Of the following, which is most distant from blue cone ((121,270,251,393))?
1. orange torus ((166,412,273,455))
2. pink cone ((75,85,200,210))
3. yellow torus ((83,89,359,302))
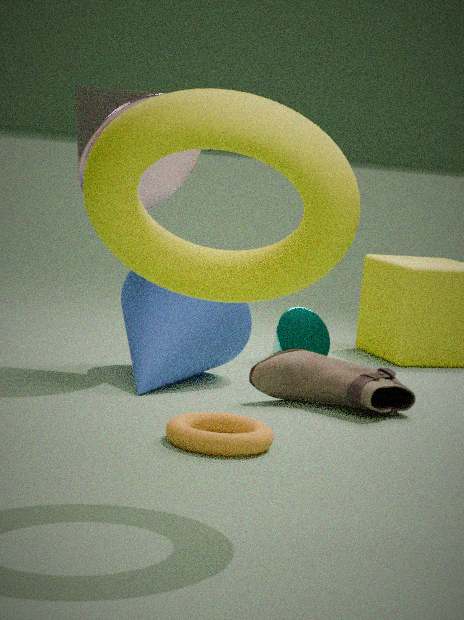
yellow torus ((83,89,359,302))
